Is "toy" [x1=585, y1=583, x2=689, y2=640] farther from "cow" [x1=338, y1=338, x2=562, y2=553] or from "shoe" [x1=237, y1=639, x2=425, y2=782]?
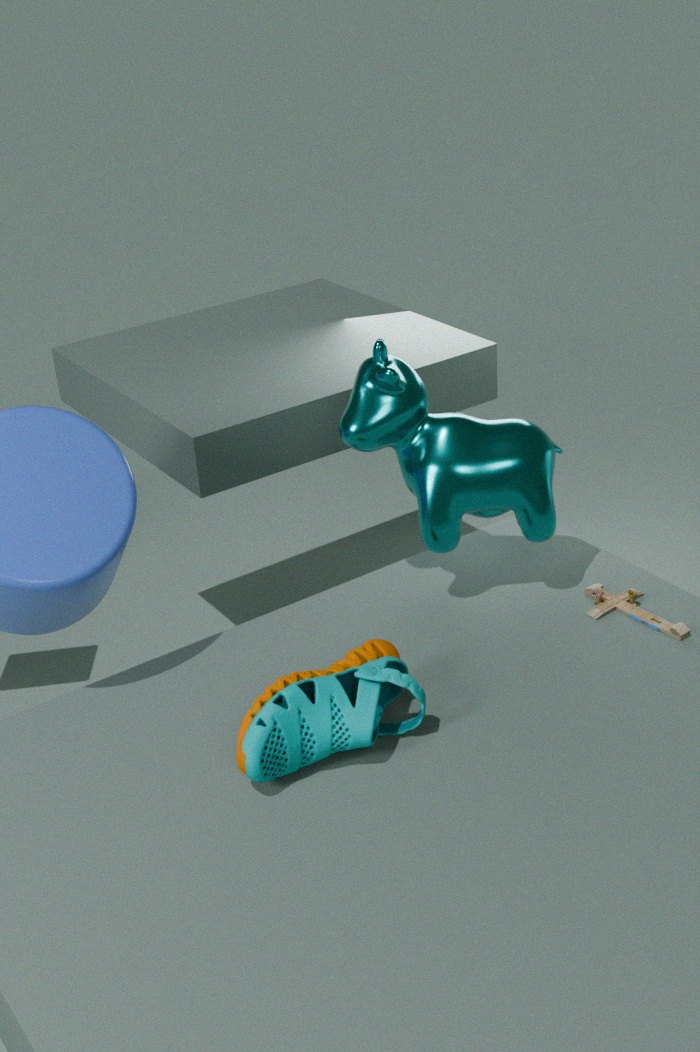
"shoe" [x1=237, y1=639, x2=425, y2=782]
